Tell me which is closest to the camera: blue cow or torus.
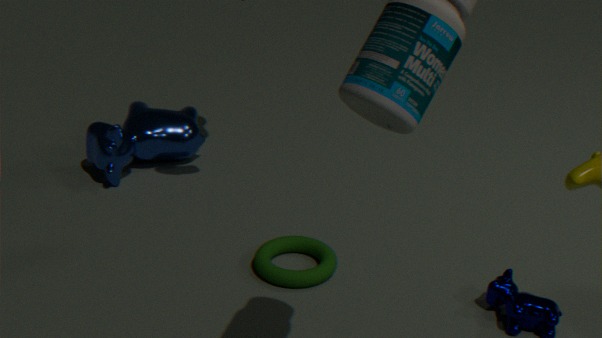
torus
